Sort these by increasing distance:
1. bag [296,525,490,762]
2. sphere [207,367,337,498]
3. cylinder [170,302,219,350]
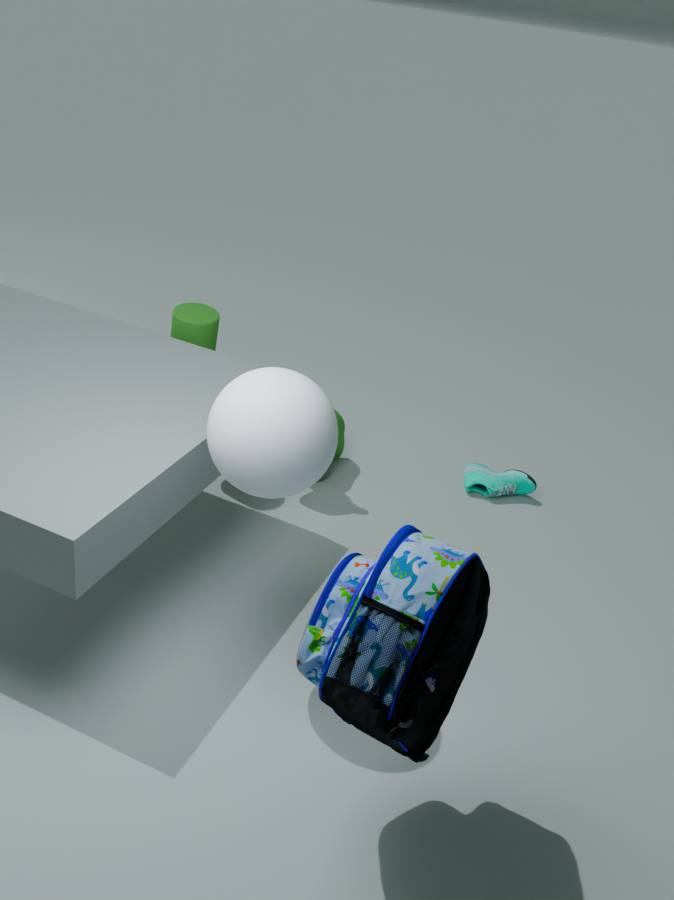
bag [296,525,490,762], sphere [207,367,337,498], cylinder [170,302,219,350]
